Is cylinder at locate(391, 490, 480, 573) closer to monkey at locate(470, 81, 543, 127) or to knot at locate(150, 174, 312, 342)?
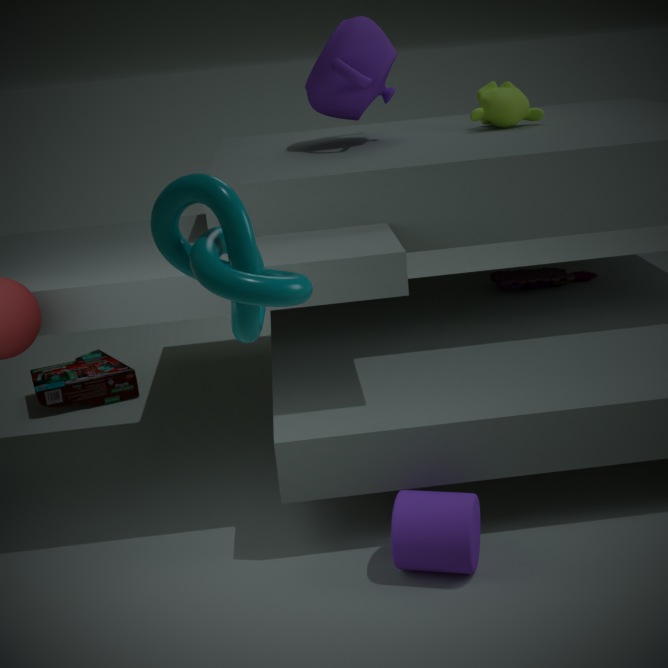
knot at locate(150, 174, 312, 342)
